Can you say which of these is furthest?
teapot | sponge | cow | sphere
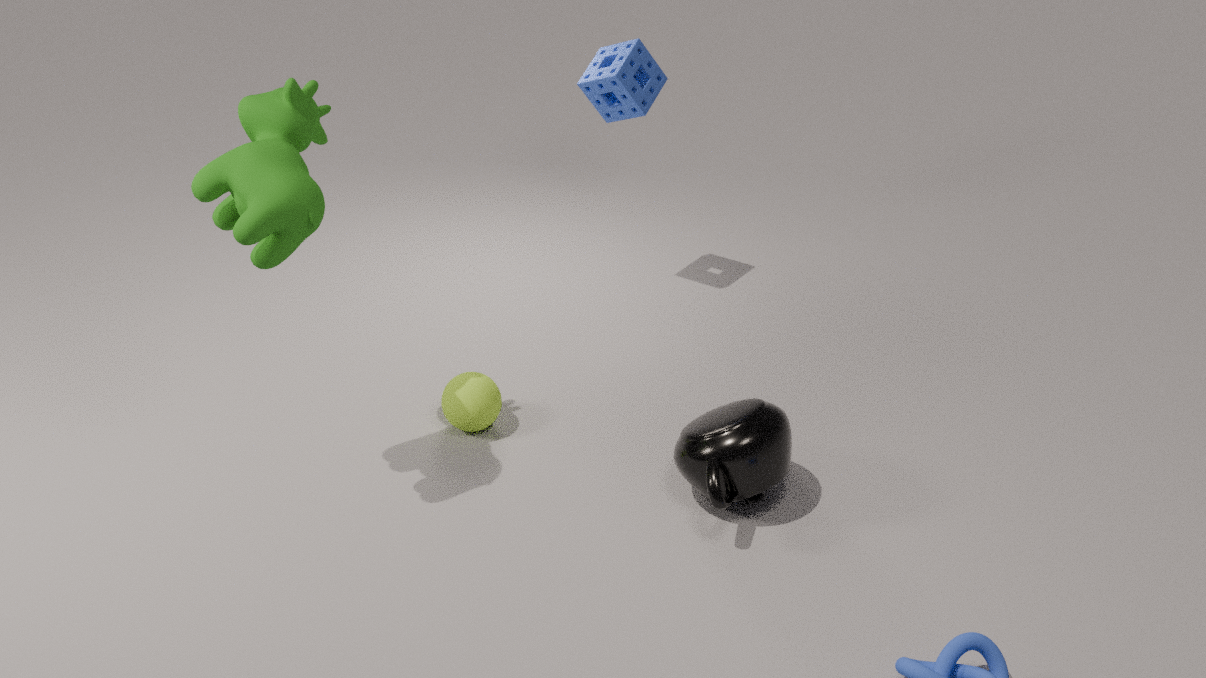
sponge
